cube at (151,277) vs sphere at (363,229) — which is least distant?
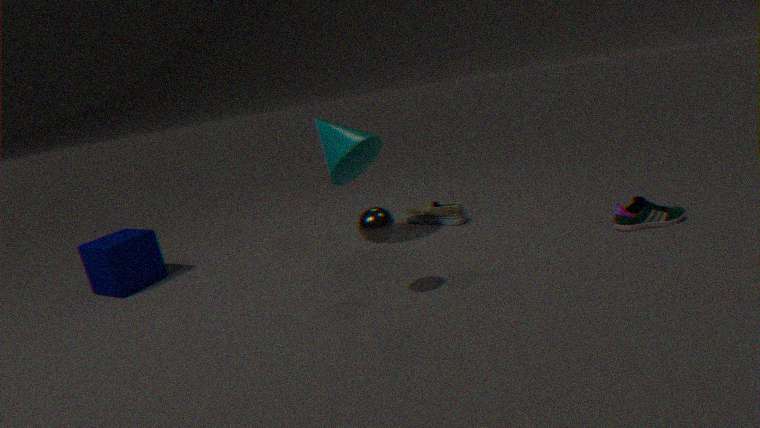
sphere at (363,229)
